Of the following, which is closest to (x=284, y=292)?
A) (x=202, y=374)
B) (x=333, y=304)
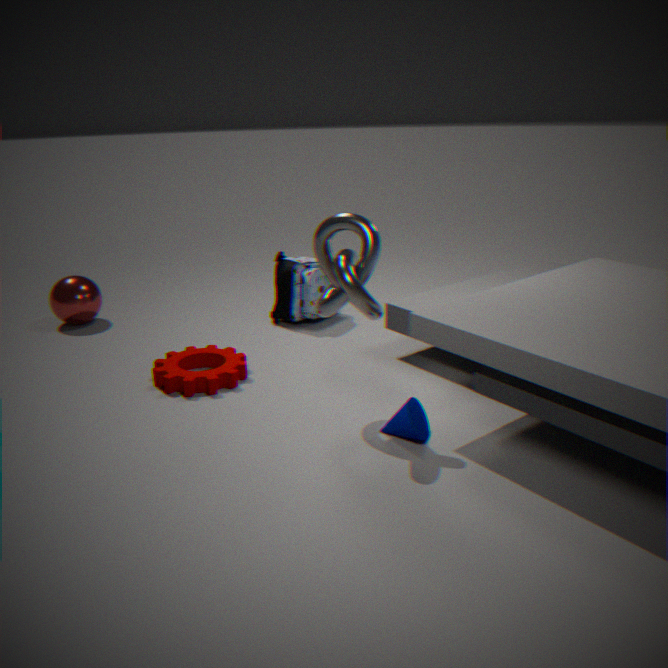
(x=202, y=374)
